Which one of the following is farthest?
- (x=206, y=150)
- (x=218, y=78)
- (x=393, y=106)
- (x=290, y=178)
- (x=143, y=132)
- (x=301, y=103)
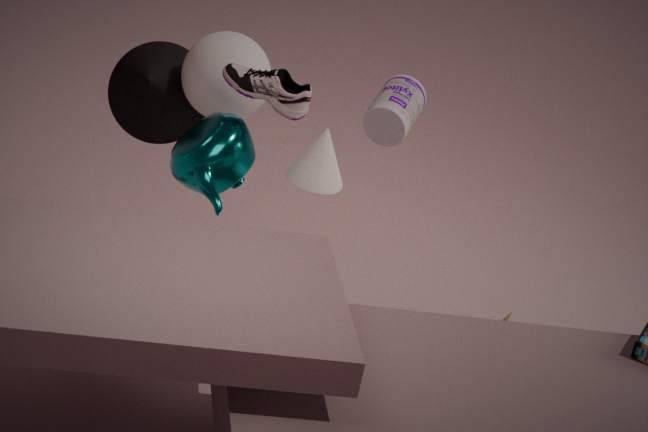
(x=143, y=132)
